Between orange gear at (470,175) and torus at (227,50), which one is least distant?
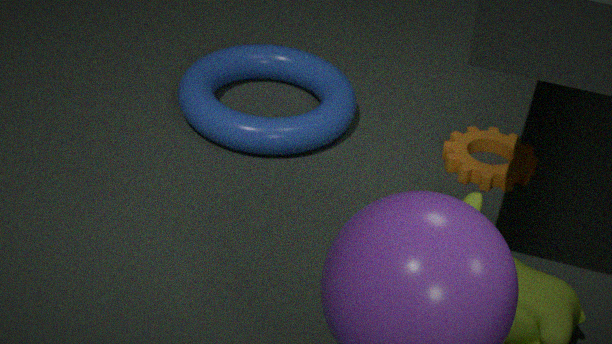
orange gear at (470,175)
